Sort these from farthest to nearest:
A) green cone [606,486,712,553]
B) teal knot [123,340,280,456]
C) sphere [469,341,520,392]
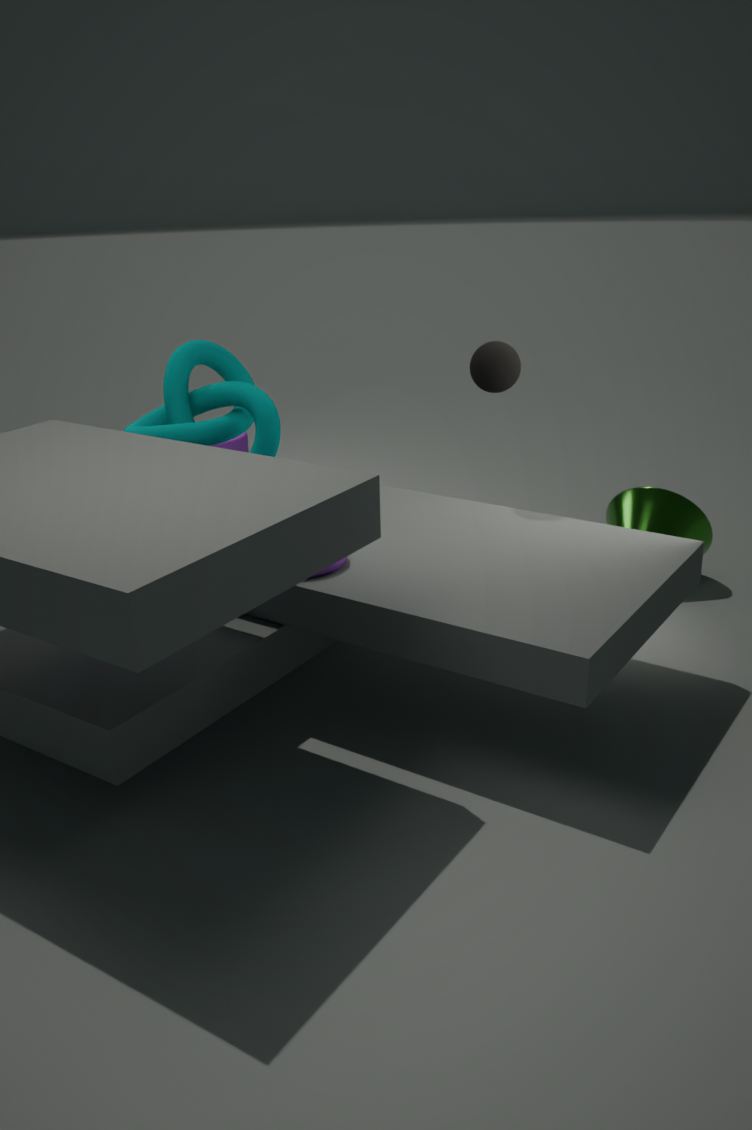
green cone [606,486,712,553], sphere [469,341,520,392], teal knot [123,340,280,456]
